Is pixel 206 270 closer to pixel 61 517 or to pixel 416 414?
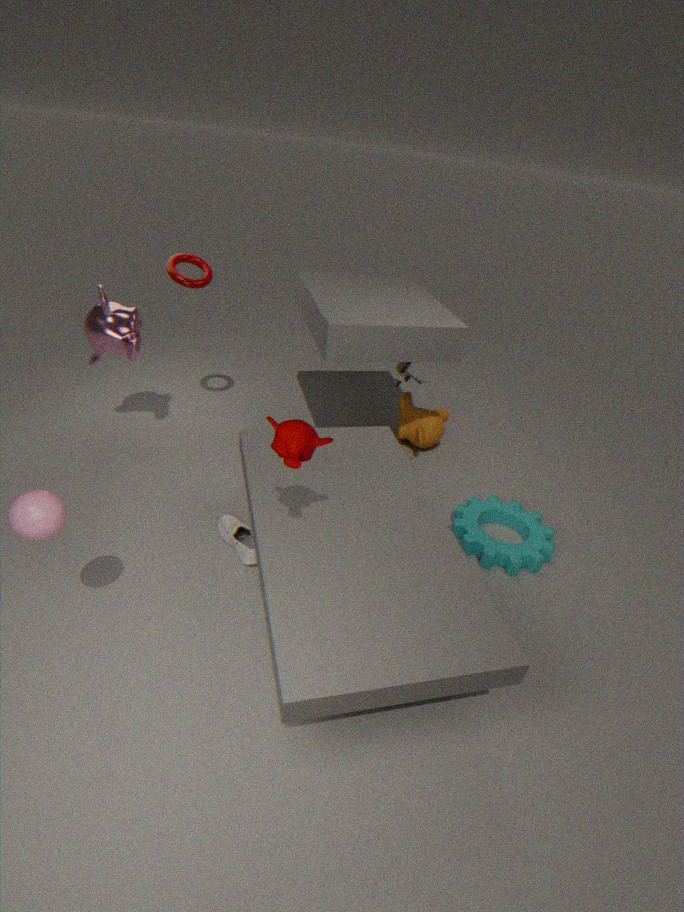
pixel 416 414
